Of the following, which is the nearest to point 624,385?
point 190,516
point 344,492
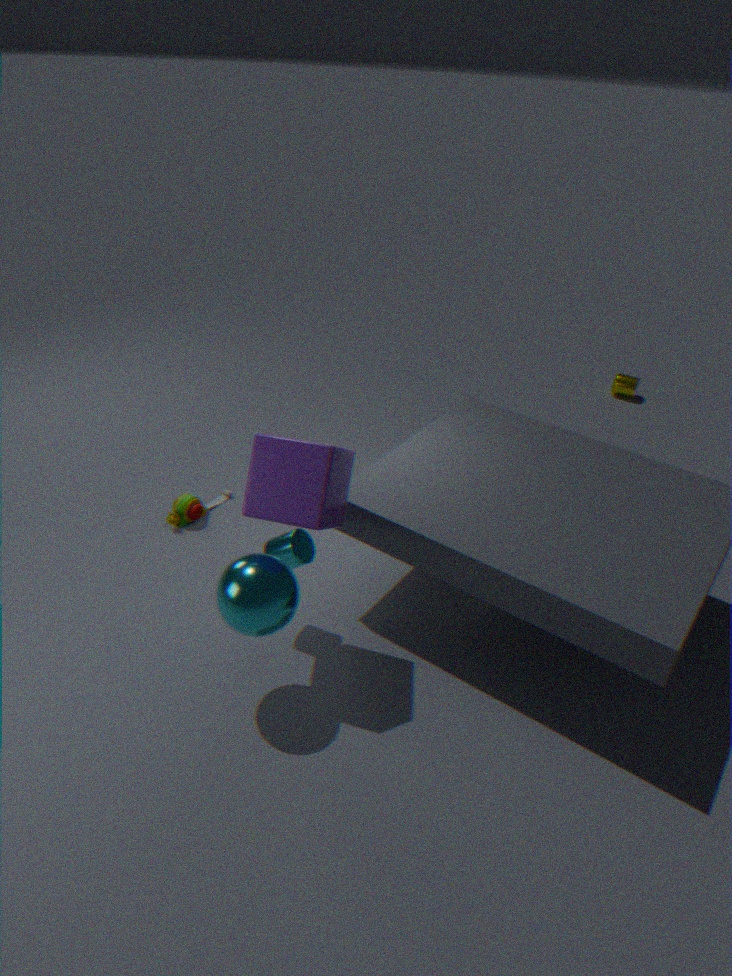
point 190,516
